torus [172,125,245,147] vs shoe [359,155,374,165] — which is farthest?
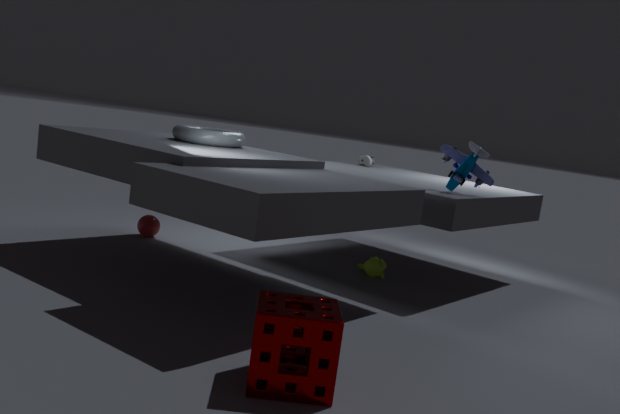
shoe [359,155,374,165]
